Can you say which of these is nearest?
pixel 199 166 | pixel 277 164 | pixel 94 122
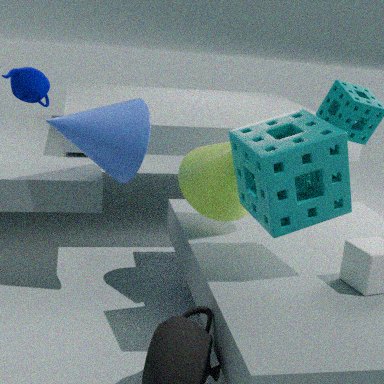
pixel 277 164
